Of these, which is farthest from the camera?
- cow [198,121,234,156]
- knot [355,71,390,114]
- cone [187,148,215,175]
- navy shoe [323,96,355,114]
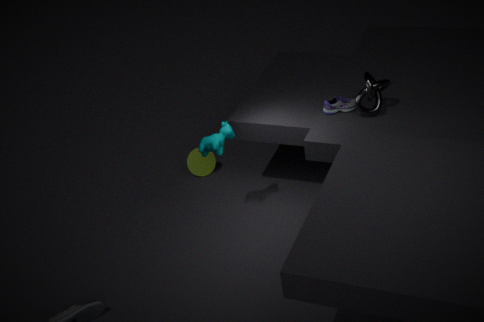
cone [187,148,215,175]
